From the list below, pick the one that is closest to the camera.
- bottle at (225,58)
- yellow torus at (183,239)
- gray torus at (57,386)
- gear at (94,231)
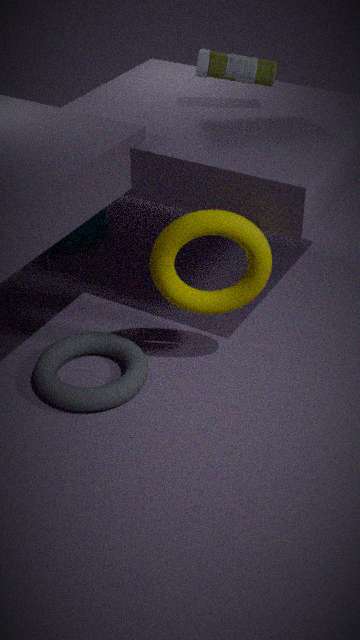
yellow torus at (183,239)
